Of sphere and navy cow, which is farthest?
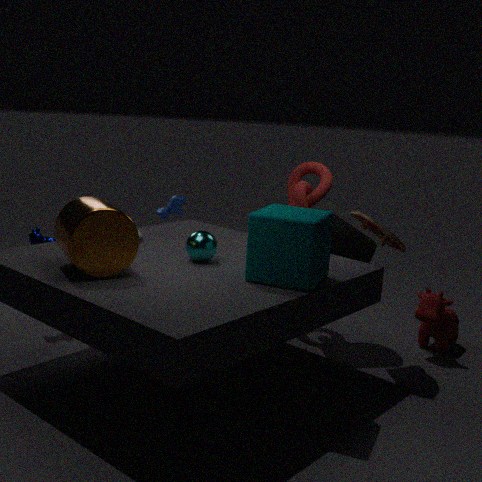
navy cow
